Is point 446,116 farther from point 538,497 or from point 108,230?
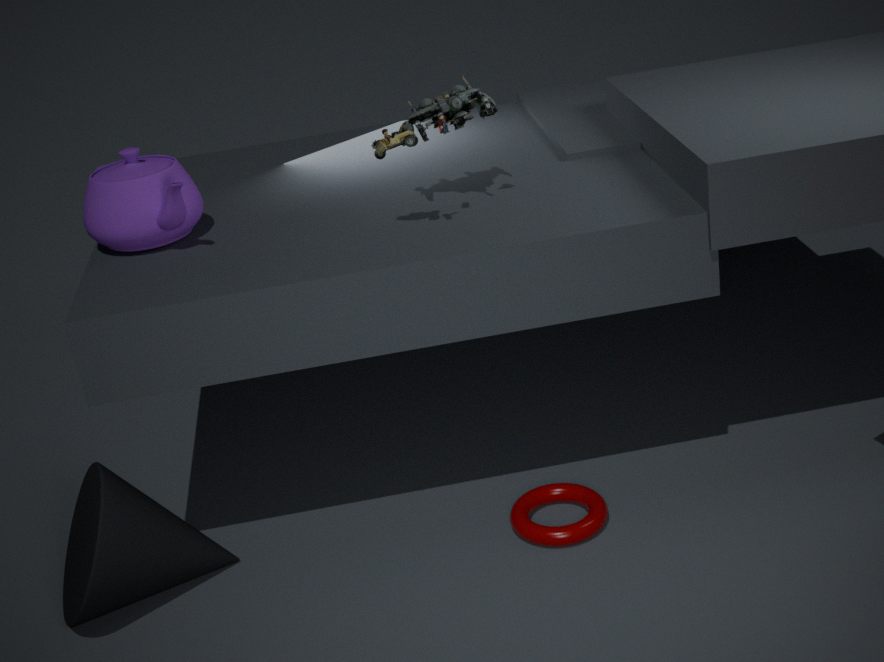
point 538,497
